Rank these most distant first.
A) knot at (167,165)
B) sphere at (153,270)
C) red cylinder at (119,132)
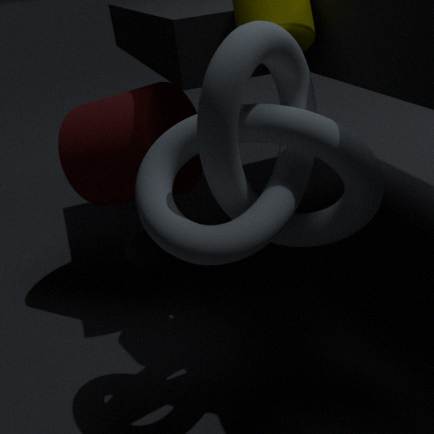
sphere at (153,270), red cylinder at (119,132), knot at (167,165)
